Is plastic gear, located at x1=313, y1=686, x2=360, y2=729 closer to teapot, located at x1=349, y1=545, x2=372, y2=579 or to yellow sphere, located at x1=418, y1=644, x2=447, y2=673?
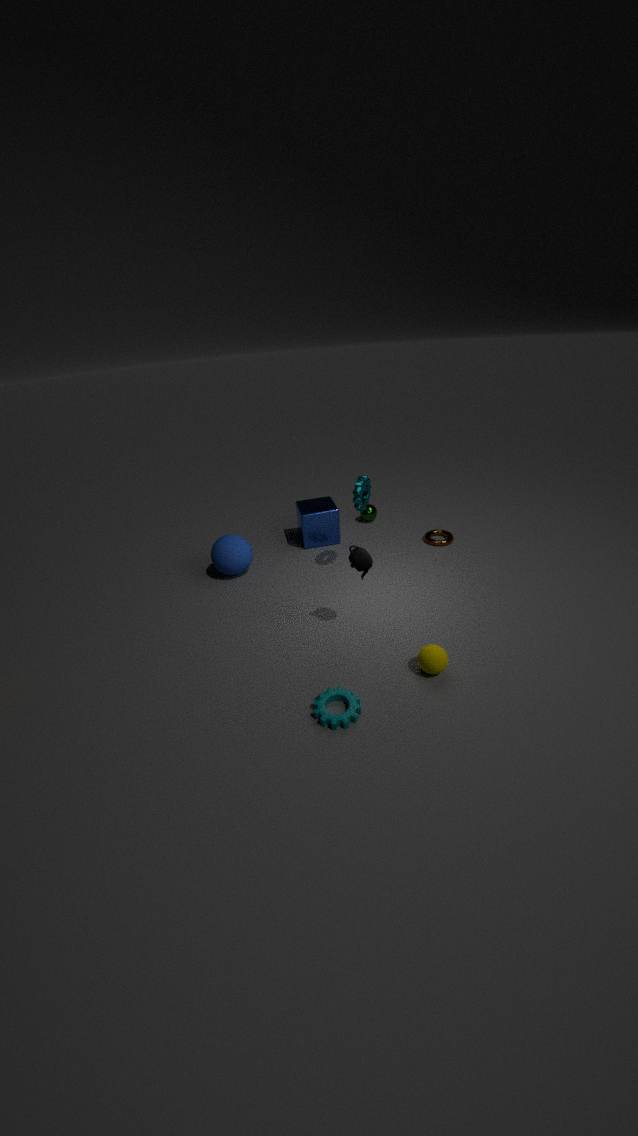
yellow sphere, located at x1=418, y1=644, x2=447, y2=673
